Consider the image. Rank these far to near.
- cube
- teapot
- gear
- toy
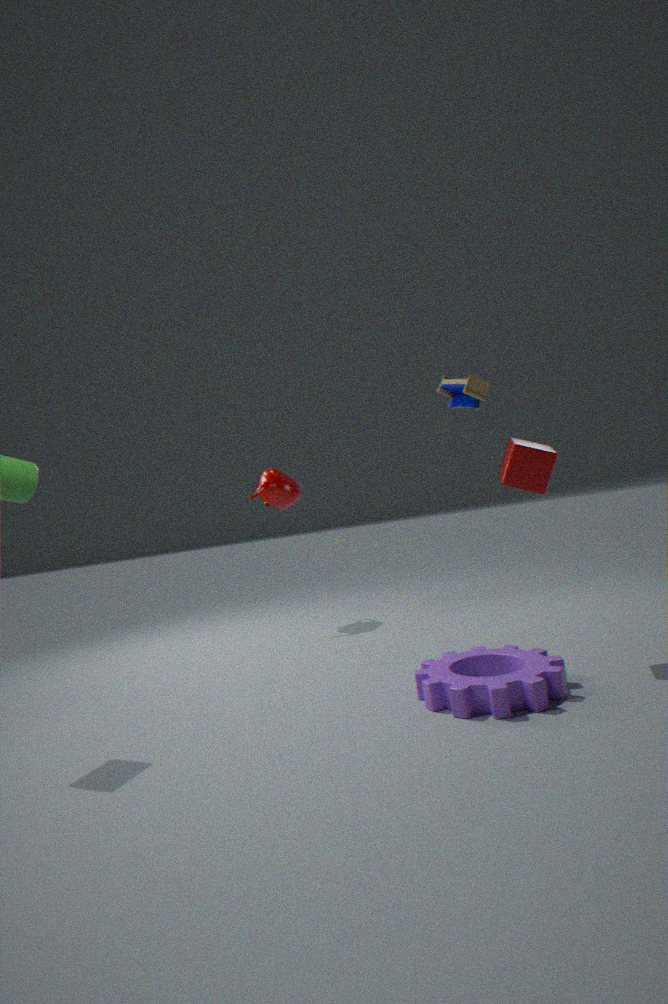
teapot, cube, gear, toy
